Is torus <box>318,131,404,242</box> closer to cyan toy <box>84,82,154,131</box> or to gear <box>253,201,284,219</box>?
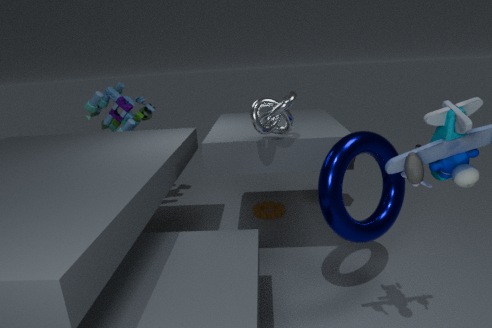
gear <box>253,201,284,219</box>
